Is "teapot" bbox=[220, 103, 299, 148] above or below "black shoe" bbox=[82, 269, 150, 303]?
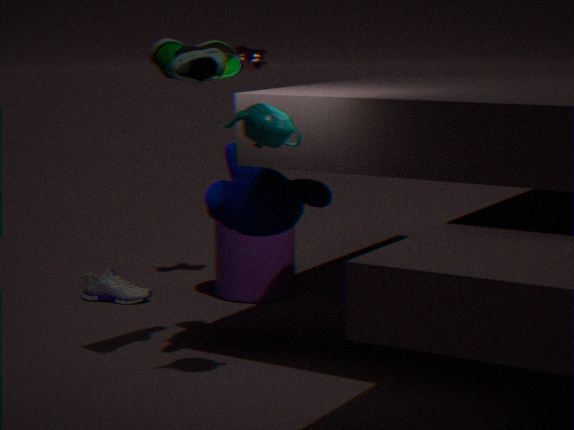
above
